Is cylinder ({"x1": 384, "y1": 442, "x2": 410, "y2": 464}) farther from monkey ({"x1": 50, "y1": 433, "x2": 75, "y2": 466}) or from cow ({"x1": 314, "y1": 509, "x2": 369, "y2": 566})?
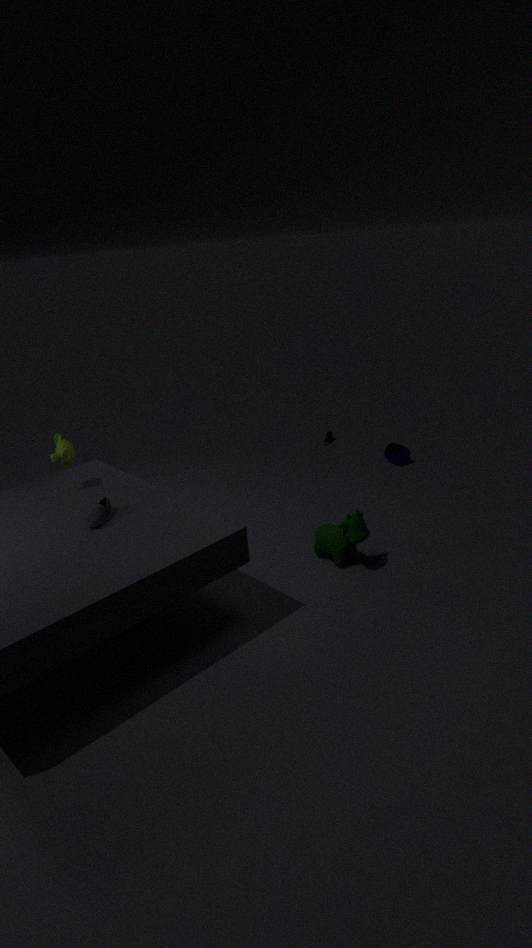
monkey ({"x1": 50, "y1": 433, "x2": 75, "y2": 466})
